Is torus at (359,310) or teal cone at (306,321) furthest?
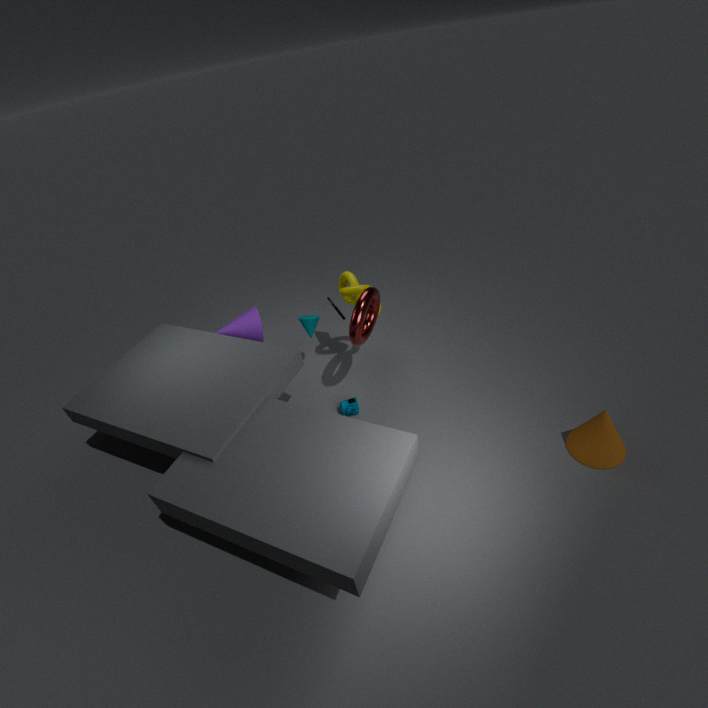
teal cone at (306,321)
